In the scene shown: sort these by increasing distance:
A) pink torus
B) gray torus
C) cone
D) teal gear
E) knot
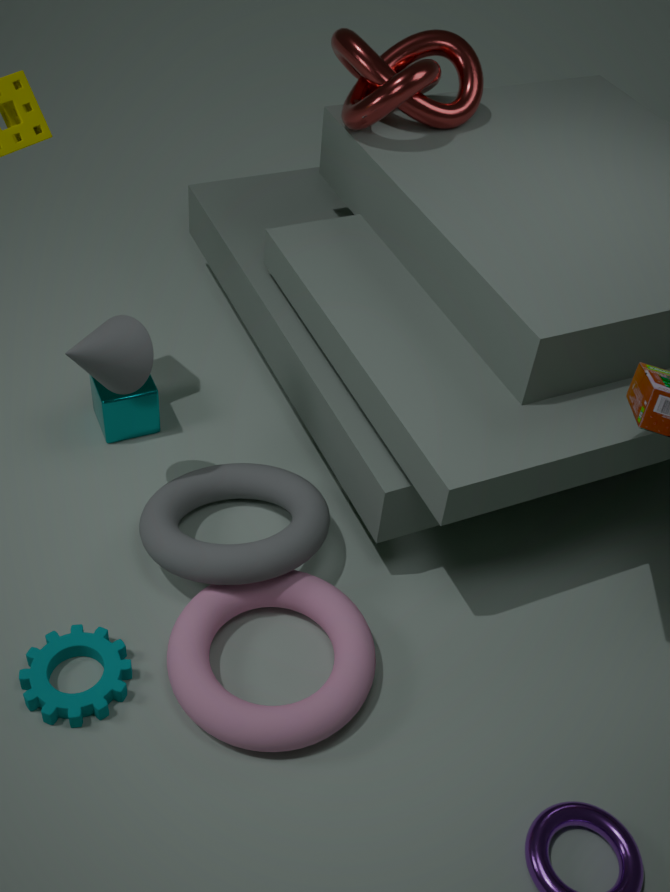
pink torus → teal gear → cone → gray torus → knot
